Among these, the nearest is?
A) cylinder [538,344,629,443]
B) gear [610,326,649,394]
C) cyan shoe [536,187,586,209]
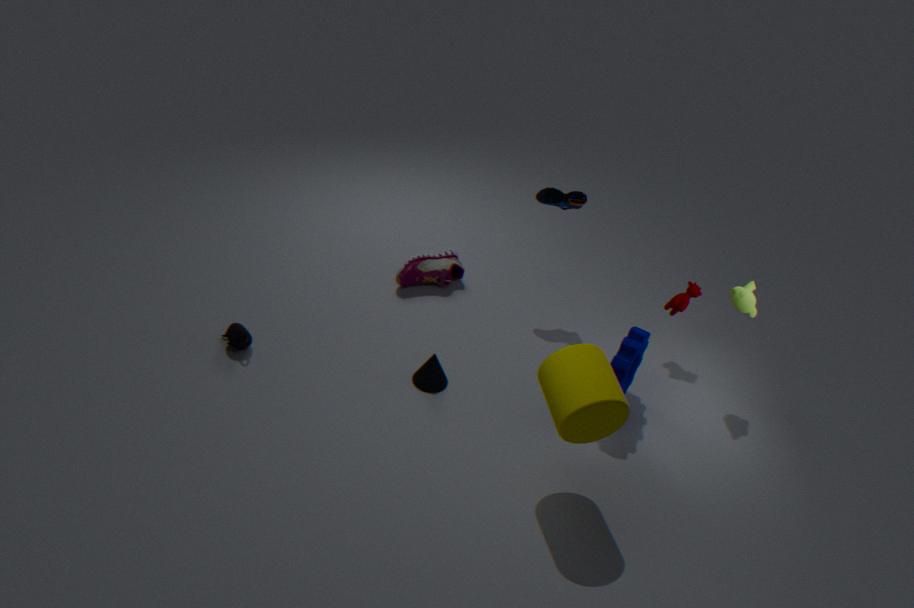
A. cylinder [538,344,629,443]
